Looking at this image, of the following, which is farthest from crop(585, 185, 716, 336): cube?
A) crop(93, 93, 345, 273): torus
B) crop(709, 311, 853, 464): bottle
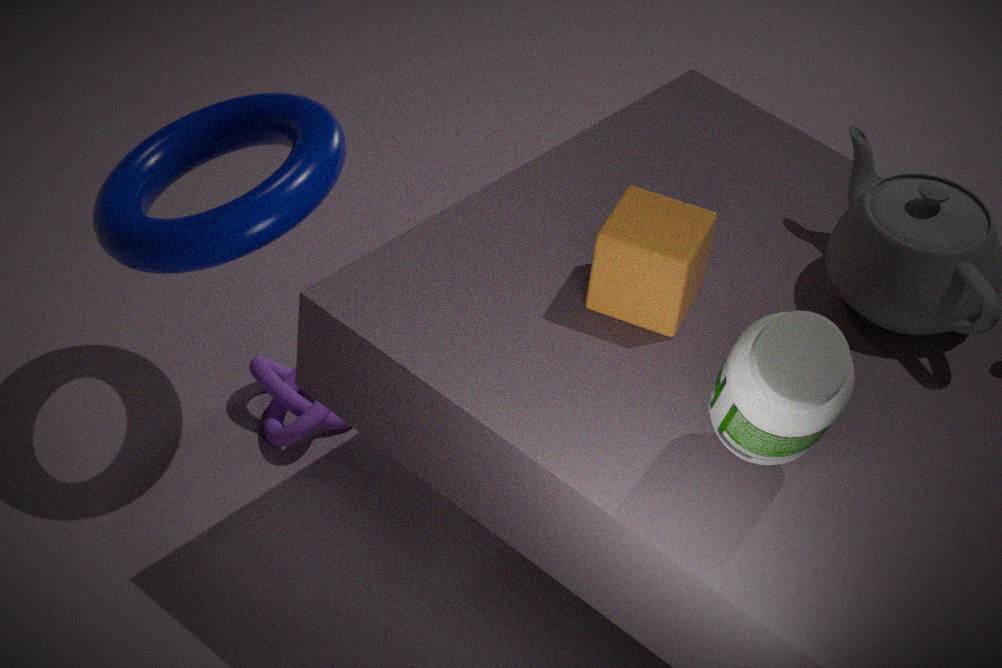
crop(93, 93, 345, 273): torus
